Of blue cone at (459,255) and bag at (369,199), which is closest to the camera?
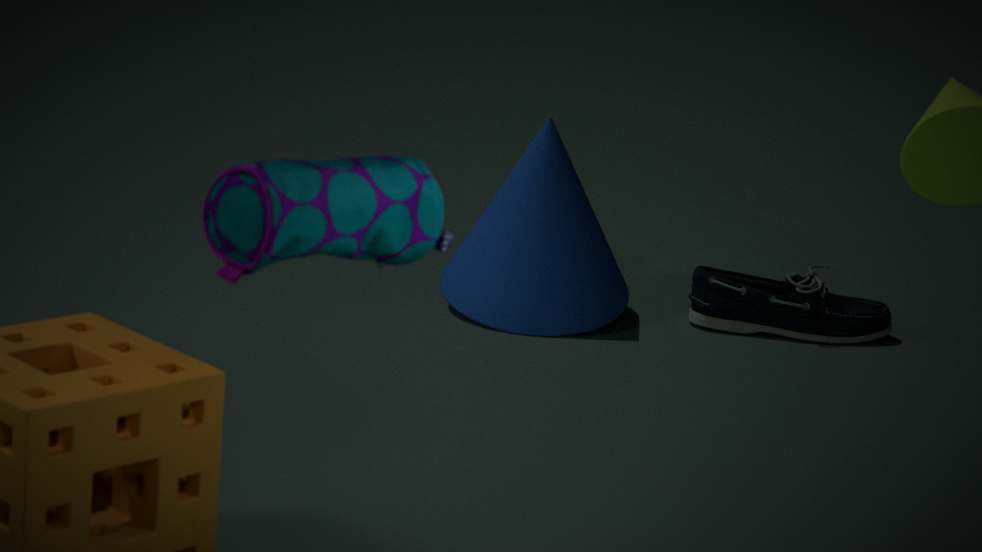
bag at (369,199)
